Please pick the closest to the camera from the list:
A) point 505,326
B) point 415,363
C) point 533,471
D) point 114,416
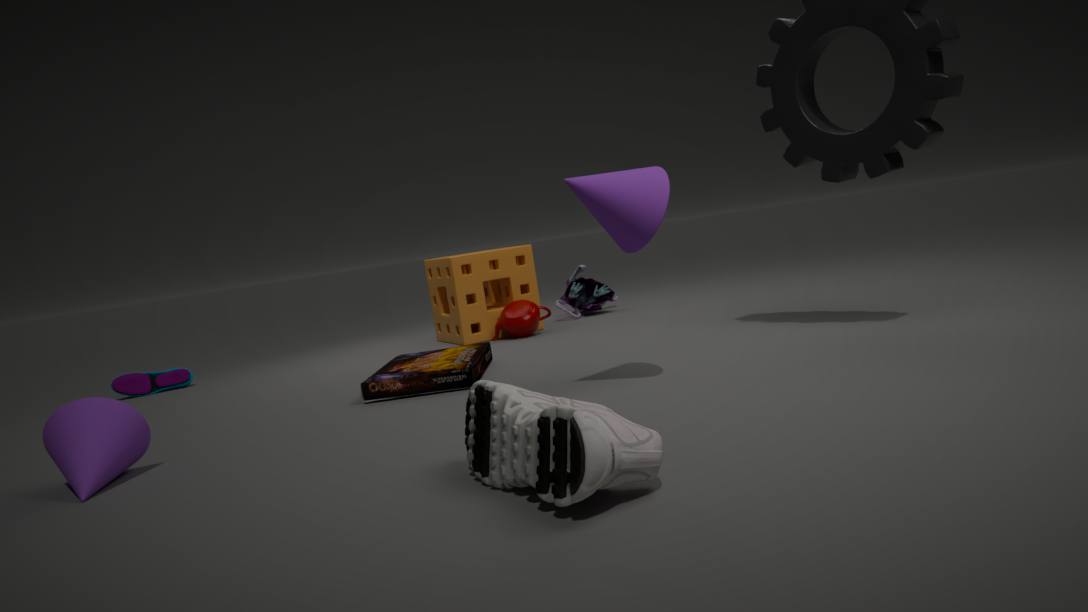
point 533,471
